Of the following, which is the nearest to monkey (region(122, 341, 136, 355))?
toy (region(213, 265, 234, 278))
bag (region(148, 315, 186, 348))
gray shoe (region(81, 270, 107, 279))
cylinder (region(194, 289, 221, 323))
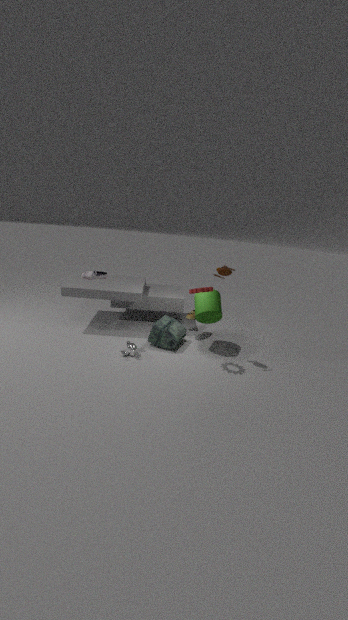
bag (region(148, 315, 186, 348))
